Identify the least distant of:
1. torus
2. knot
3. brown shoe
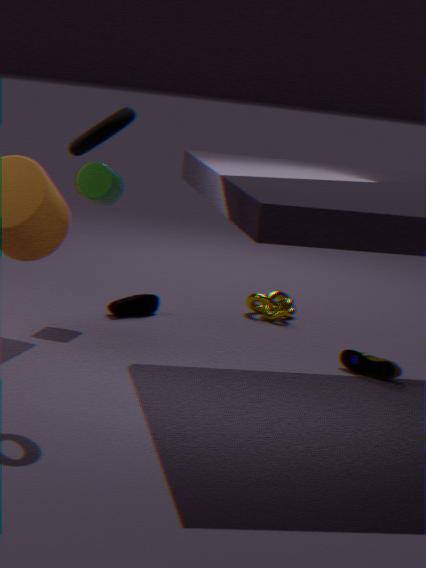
torus
